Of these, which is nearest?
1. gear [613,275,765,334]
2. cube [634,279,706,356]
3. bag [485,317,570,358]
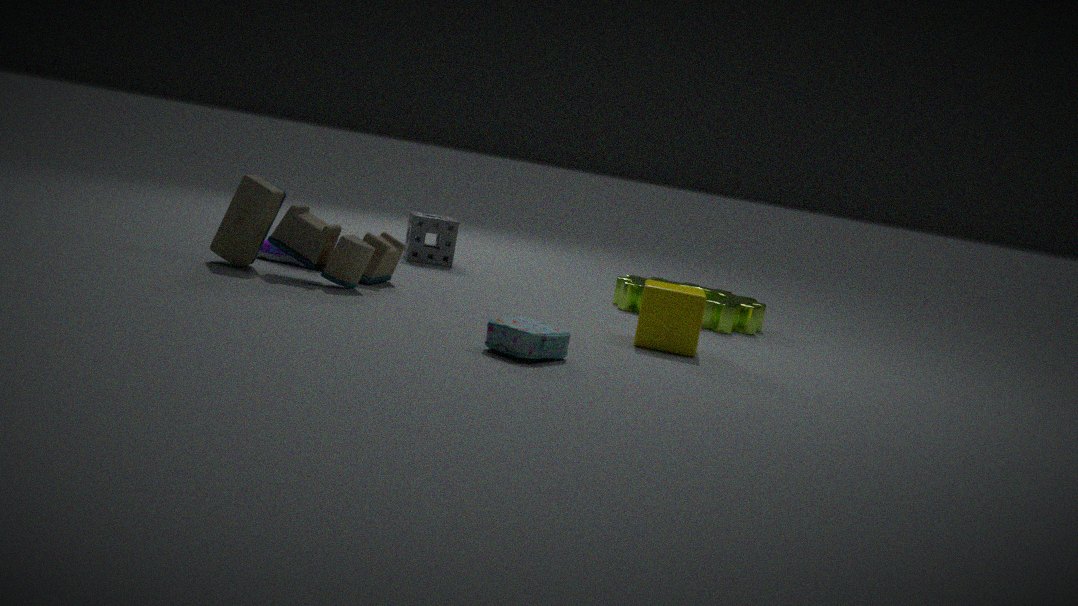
bag [485,317,570,358]
